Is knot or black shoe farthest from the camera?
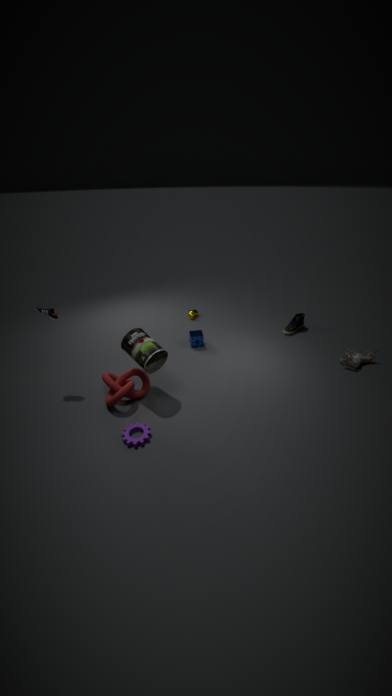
black shoe
